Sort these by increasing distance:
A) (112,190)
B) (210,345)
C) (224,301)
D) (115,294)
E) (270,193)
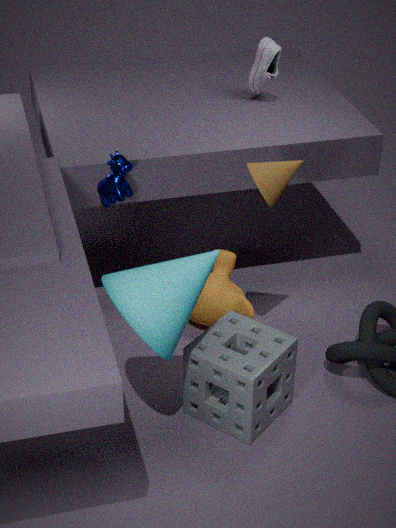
(115,294)
(270,193)
(210,345)
(112,190)
(224,301)
